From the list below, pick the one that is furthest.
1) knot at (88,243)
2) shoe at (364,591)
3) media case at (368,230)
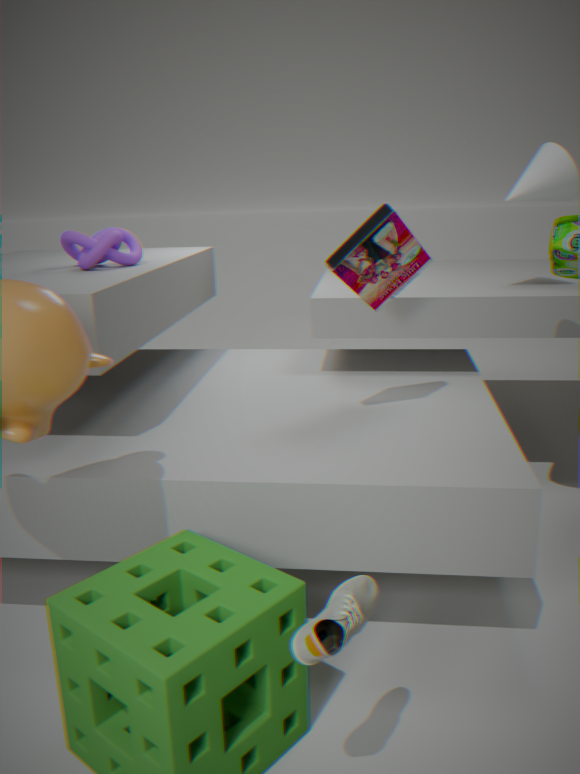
1. knot at (88,243)
